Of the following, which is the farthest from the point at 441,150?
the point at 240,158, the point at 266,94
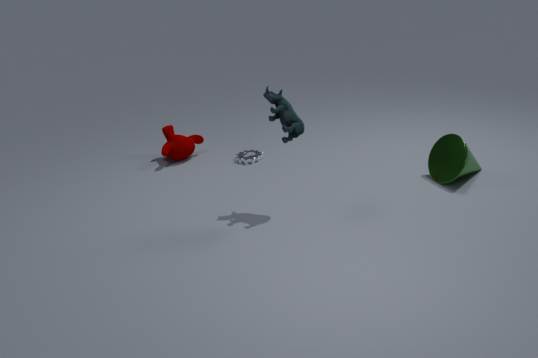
the point at 240,158
